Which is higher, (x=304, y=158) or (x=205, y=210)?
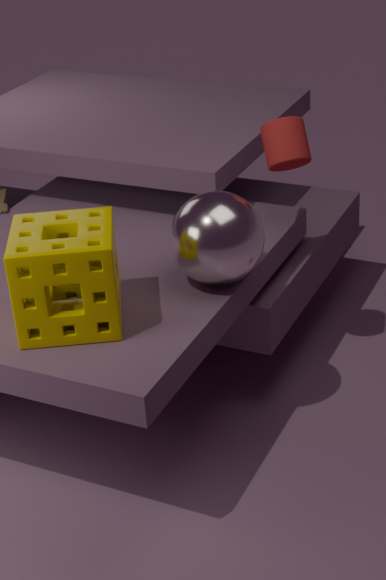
(x=304, y=158)
